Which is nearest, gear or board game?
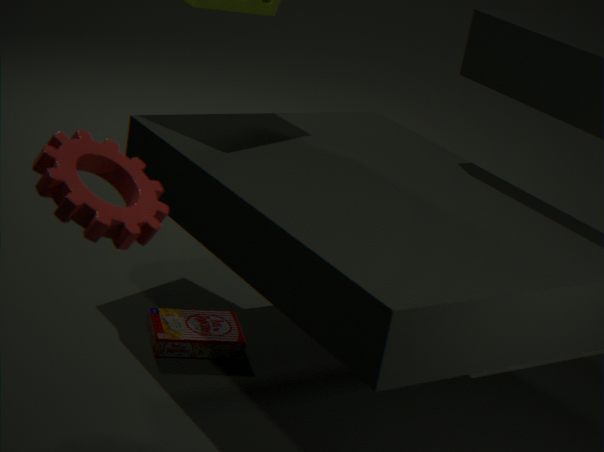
gear
